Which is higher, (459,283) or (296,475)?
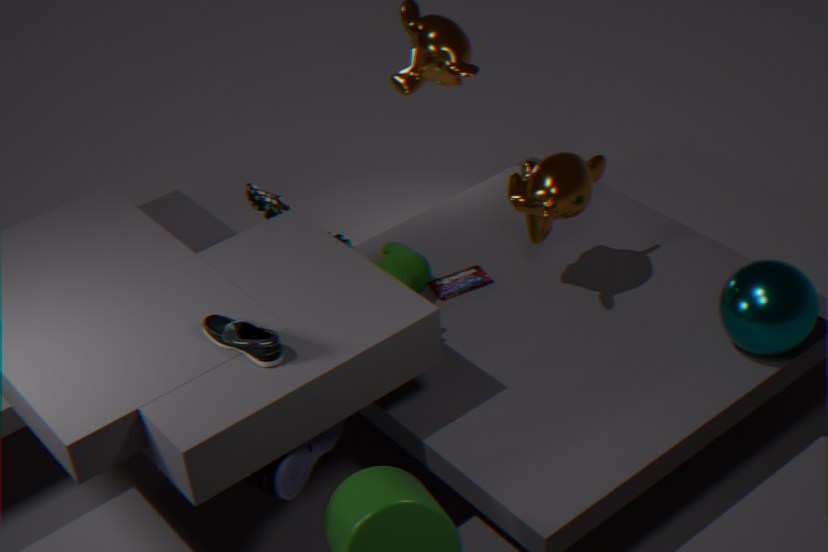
(296,475)
